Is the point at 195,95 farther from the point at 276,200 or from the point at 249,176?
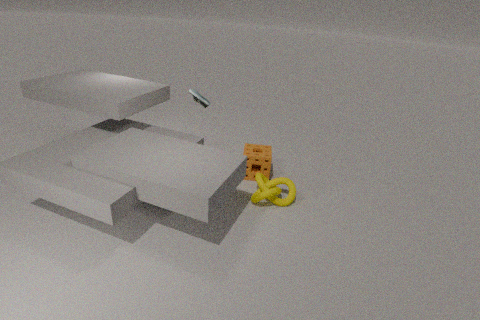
the point at 276,200
